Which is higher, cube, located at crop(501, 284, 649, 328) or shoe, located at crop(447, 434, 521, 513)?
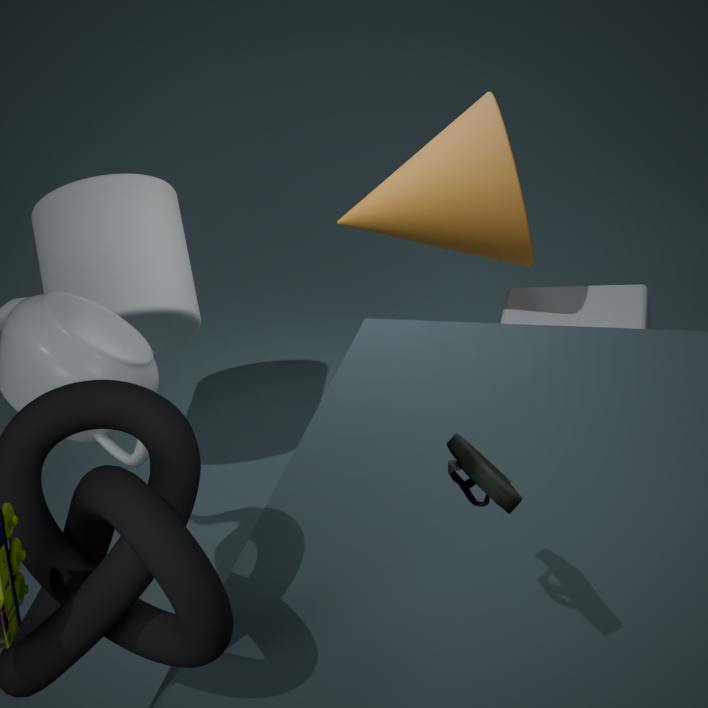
shoe, located at crop(447, 434, 521, 513)
